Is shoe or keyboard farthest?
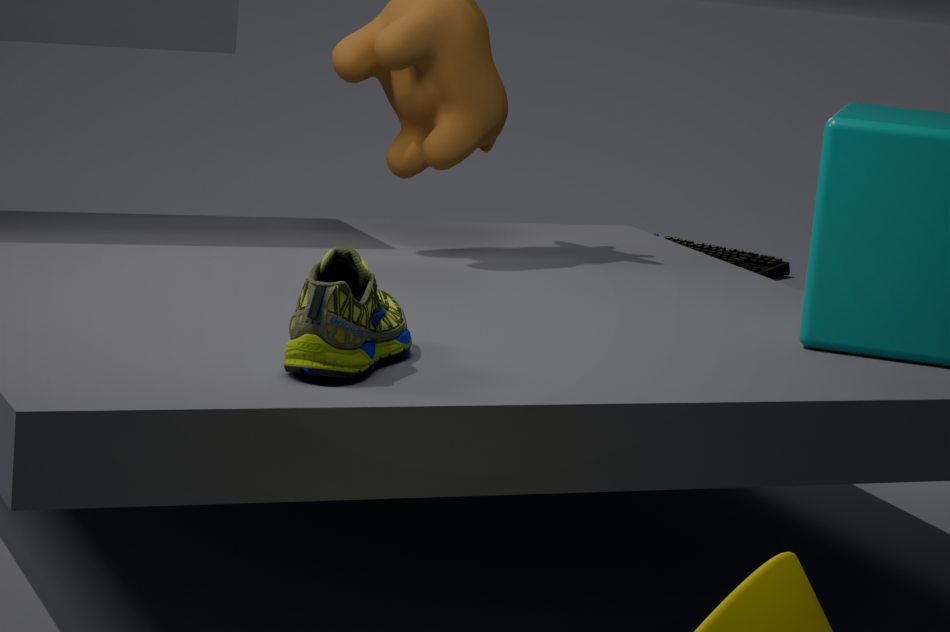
keyboard
